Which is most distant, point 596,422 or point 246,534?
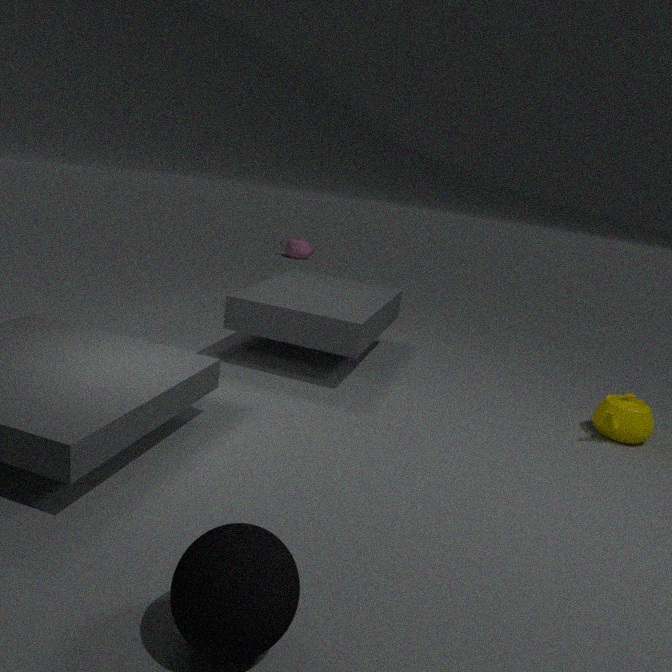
point 596,422
